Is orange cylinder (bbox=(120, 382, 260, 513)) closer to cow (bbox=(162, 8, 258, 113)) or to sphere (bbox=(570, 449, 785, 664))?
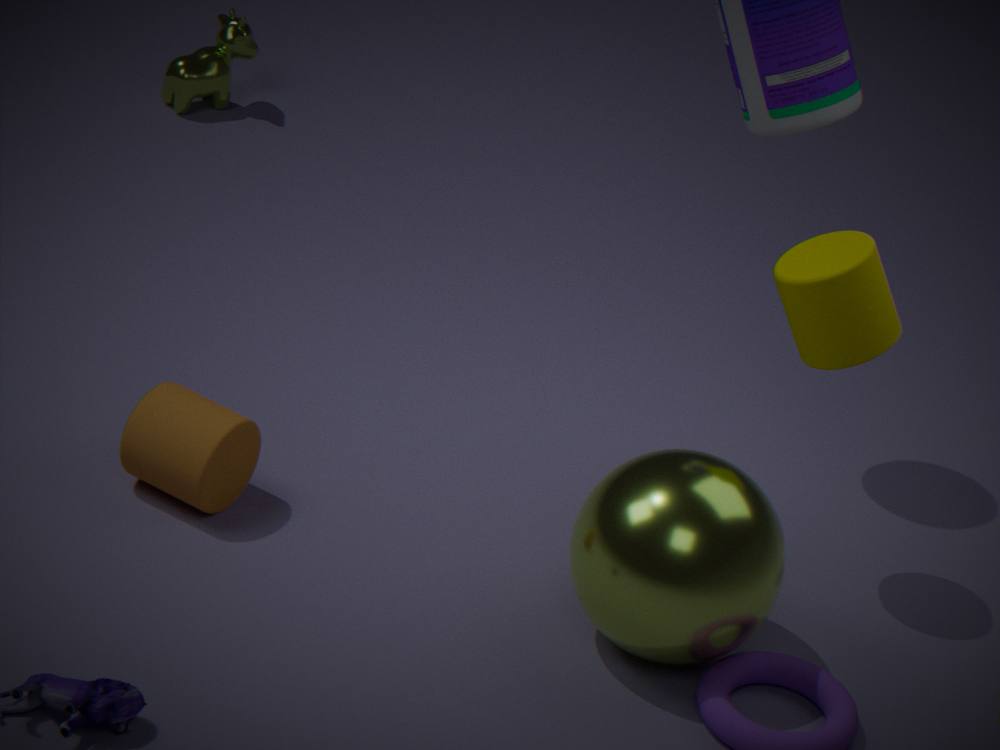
sphere (bbox=(570, 449, 785, 664))
